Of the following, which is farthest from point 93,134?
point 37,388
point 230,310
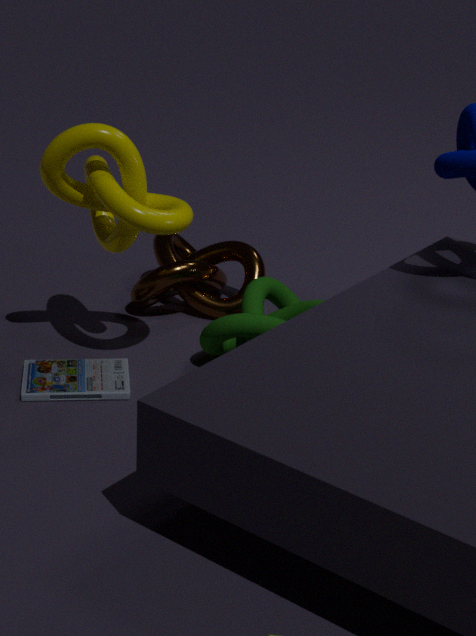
point 230,310
